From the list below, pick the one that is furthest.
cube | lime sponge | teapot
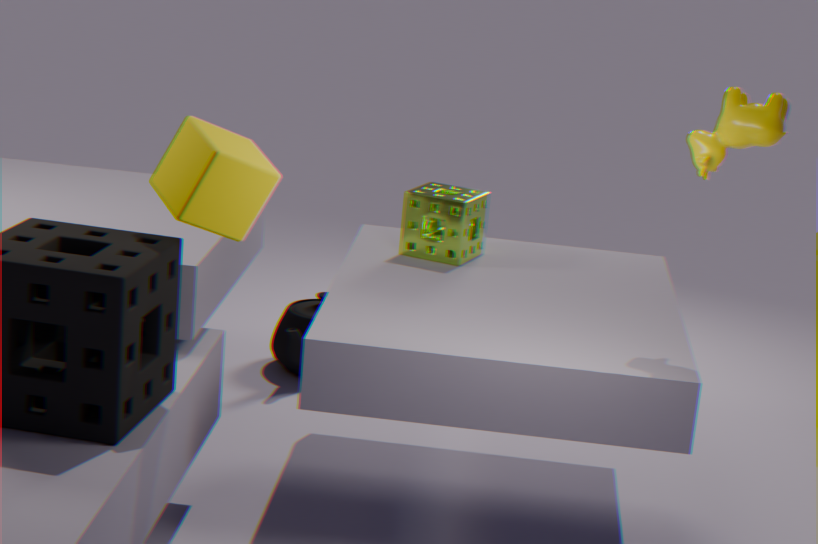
teapot
